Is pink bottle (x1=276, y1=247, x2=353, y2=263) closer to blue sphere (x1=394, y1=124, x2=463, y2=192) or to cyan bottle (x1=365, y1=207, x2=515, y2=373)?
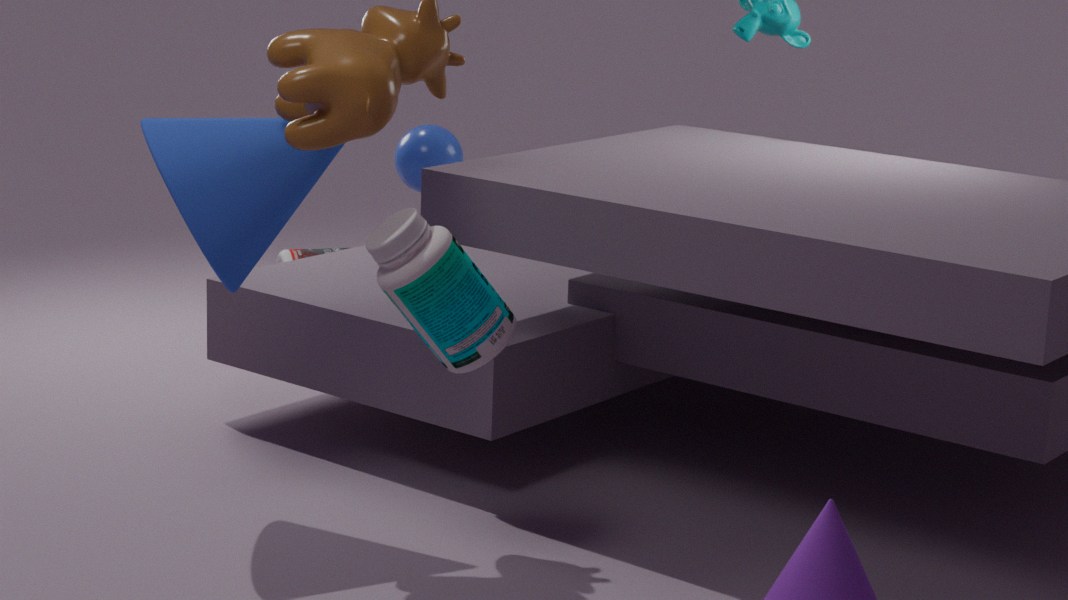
blue sphere (x1=394, y1=124, x2=463, y2=192)
